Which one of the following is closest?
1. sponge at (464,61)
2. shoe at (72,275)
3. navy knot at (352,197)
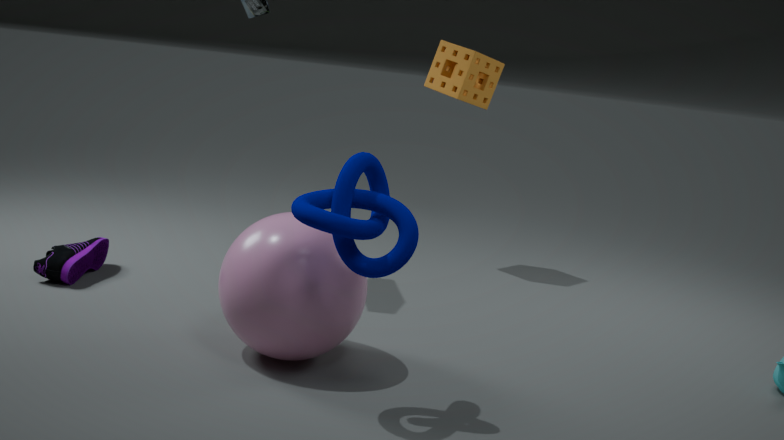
navy knot at (352,197)
